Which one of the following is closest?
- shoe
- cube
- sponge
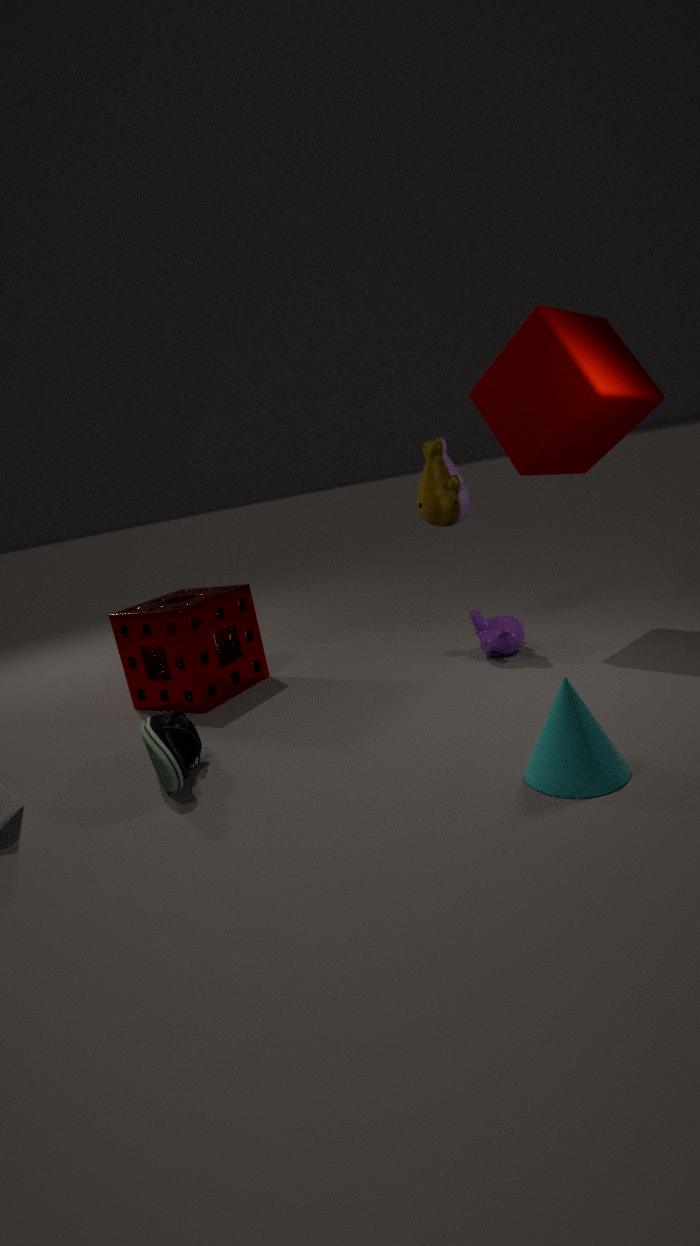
shoe
